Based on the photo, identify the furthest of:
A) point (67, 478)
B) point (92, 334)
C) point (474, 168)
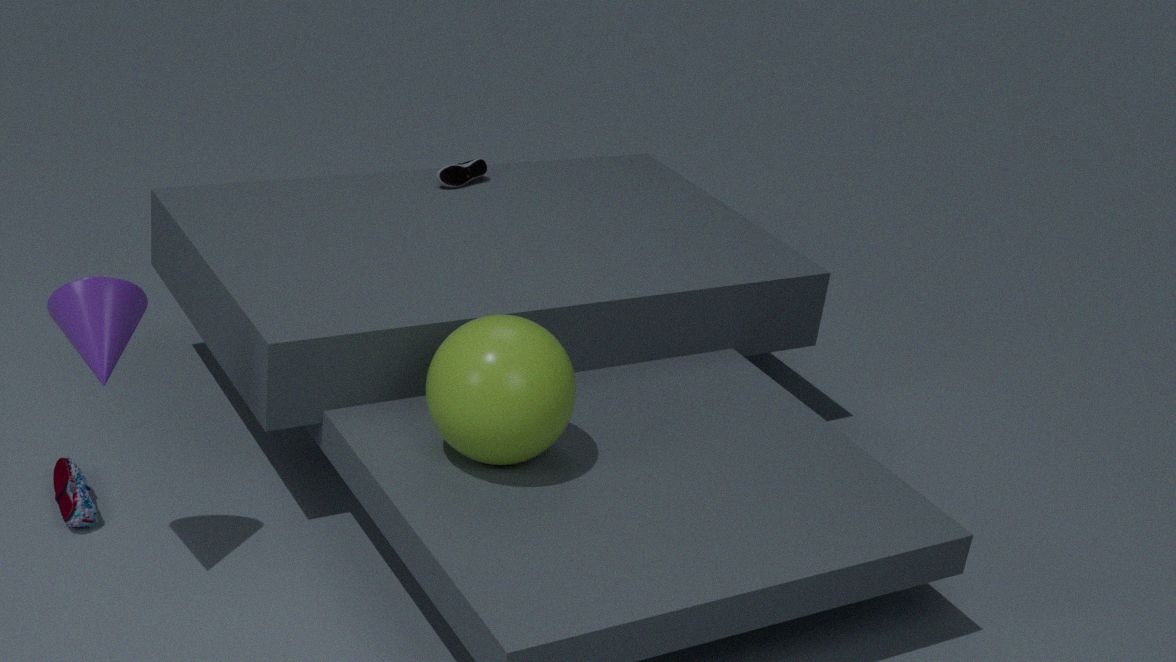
point (474, 168)
